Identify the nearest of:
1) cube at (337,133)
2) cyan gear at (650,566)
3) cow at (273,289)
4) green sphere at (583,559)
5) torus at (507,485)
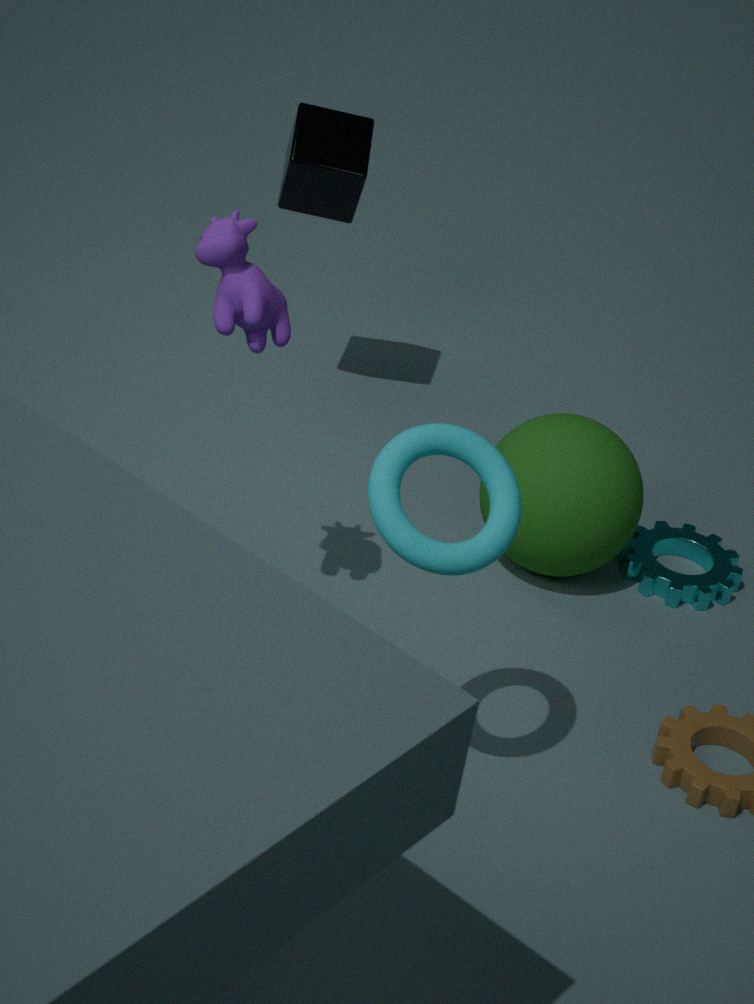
5. torus at (507,485)
